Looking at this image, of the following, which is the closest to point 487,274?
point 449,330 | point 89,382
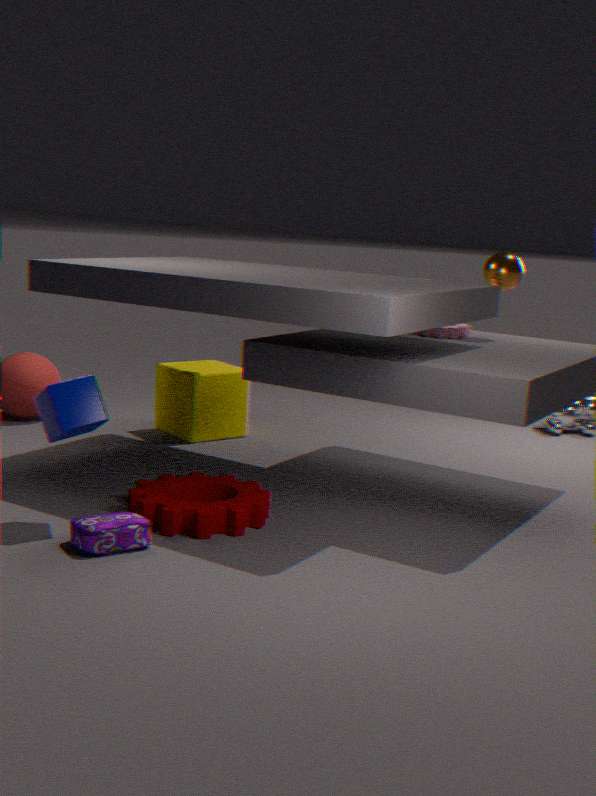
point 449,330
